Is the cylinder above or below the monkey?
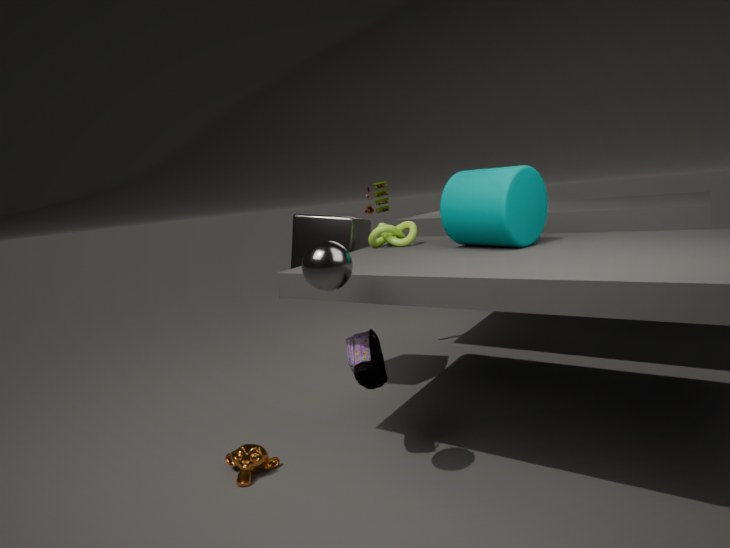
above
